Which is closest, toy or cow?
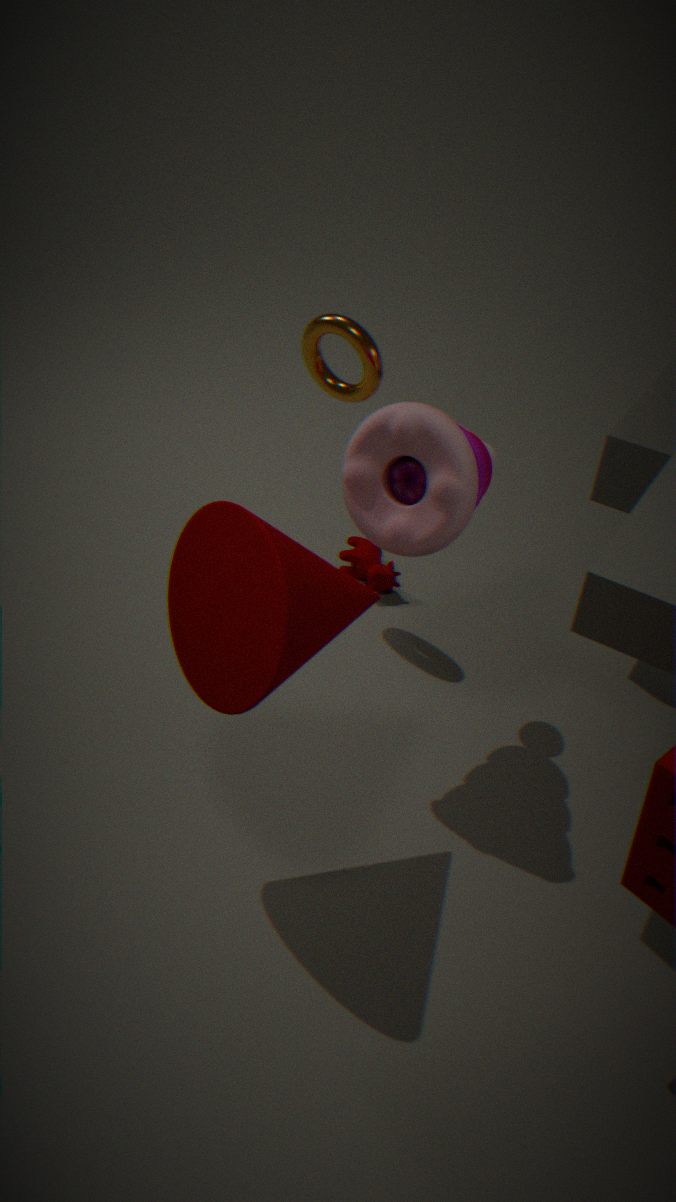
toy
